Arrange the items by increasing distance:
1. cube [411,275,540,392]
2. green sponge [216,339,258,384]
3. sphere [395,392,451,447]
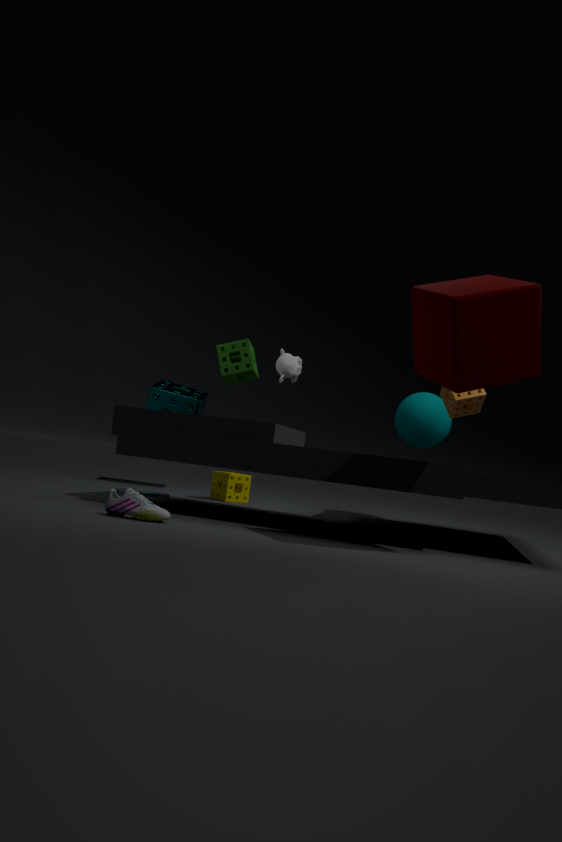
cube [411,275,540,392] → green sponge [216,339,258,384] → sphere [395,392,451,447]
